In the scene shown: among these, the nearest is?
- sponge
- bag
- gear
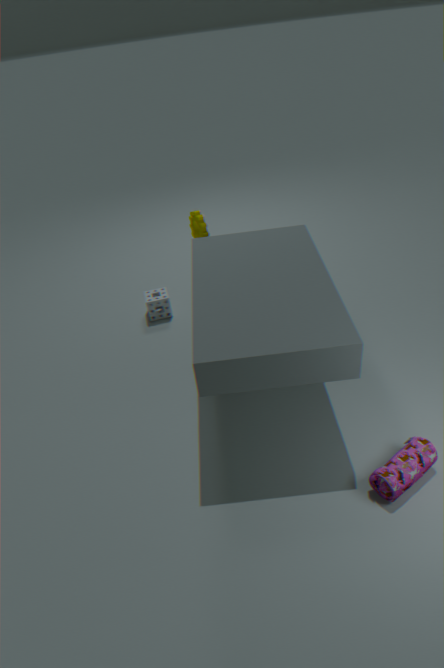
bag
